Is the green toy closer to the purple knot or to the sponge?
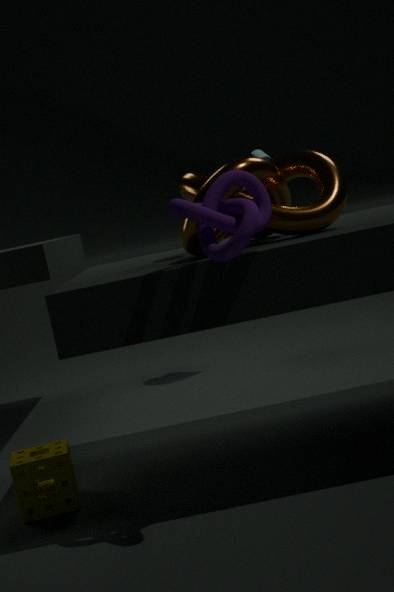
the sponge
